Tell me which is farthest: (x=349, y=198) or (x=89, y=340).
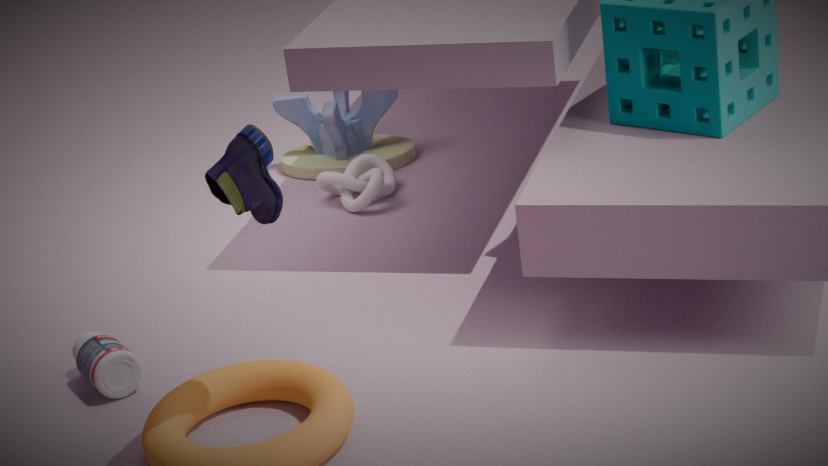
(x=349, y=198)
